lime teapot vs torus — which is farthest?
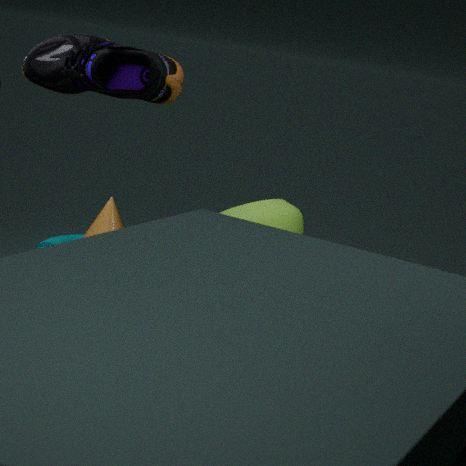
torus
